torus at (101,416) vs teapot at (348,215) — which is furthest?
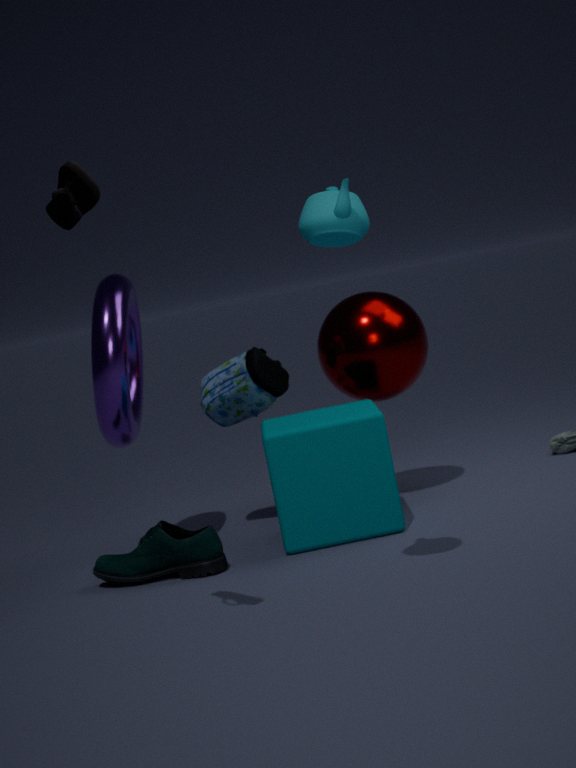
torus at (101,416)
